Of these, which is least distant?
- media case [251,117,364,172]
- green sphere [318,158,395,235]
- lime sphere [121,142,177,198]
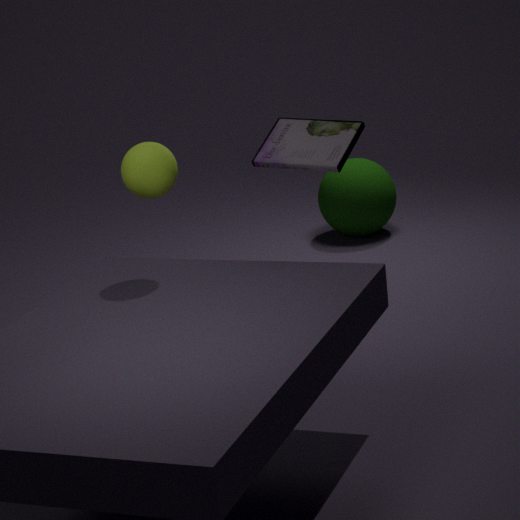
lime sphere [121,142,177,198]
